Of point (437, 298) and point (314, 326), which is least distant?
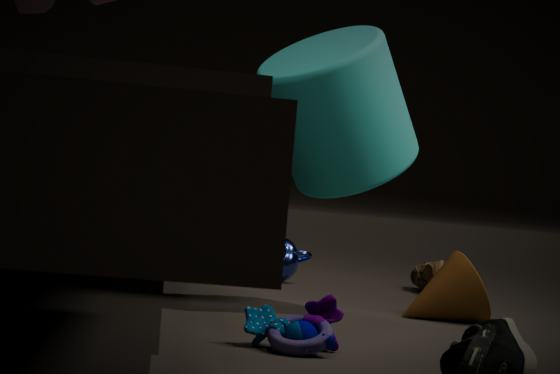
point (314, 326)
